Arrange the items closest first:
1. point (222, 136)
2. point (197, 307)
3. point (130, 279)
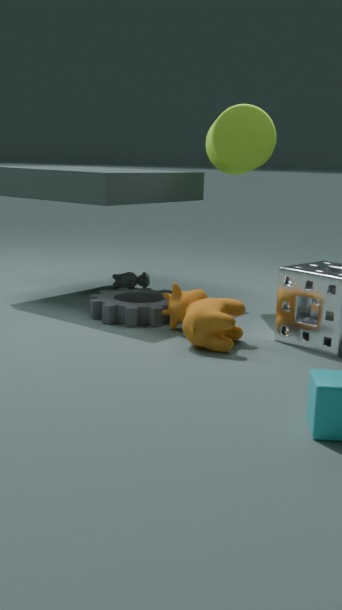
1. point (197, 307)
2. point (222, 136)
3. point (130, 279)
